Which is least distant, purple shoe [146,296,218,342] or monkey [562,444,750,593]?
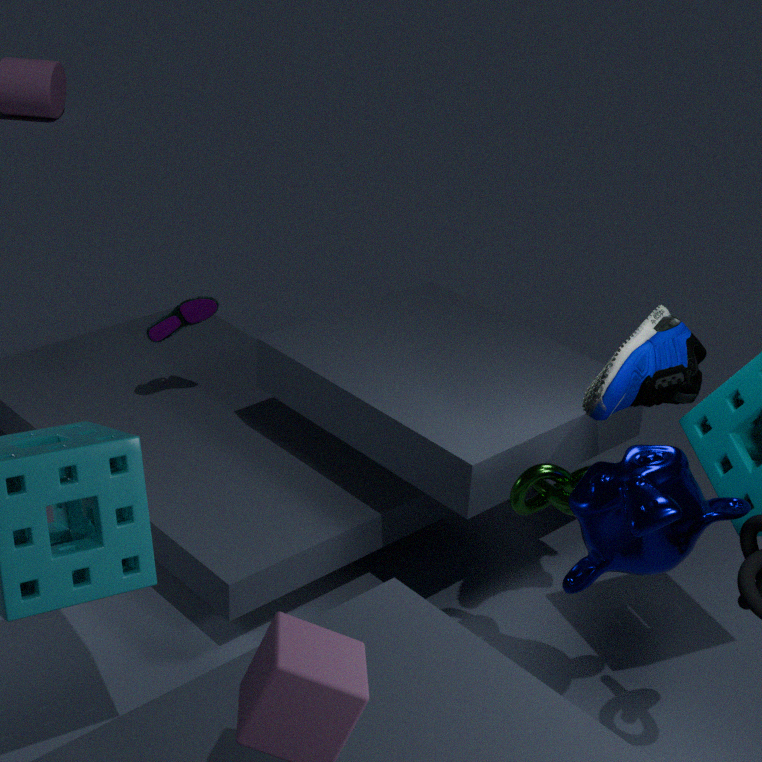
monkey [562,444,750,593]
